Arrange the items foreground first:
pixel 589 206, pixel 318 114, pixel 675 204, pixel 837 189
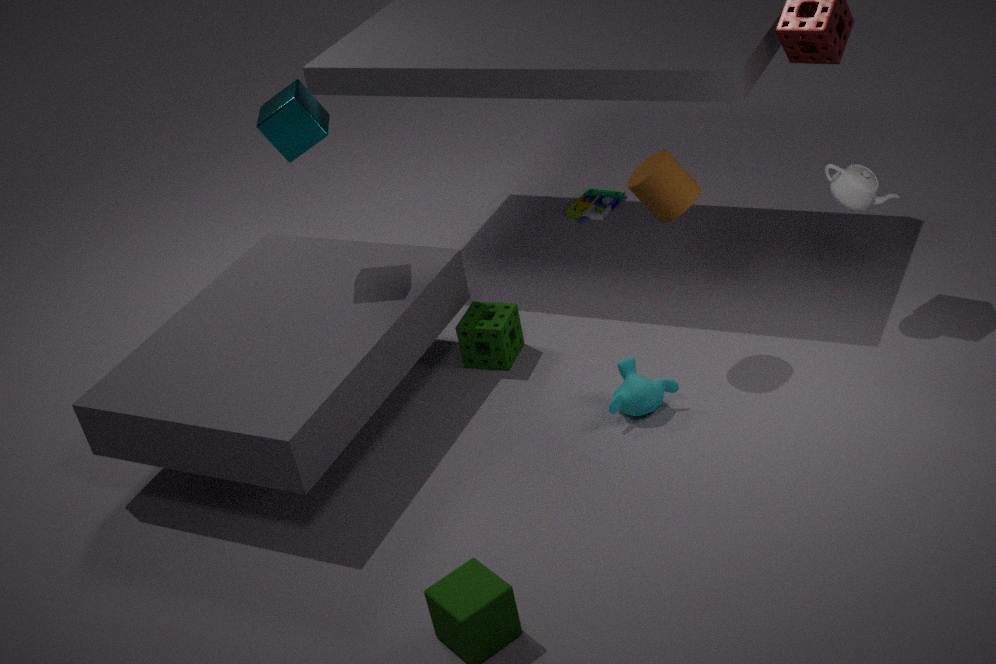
pixel 675 204 < pixel 837 189 < pixel 318 114 < pixel 589 206
